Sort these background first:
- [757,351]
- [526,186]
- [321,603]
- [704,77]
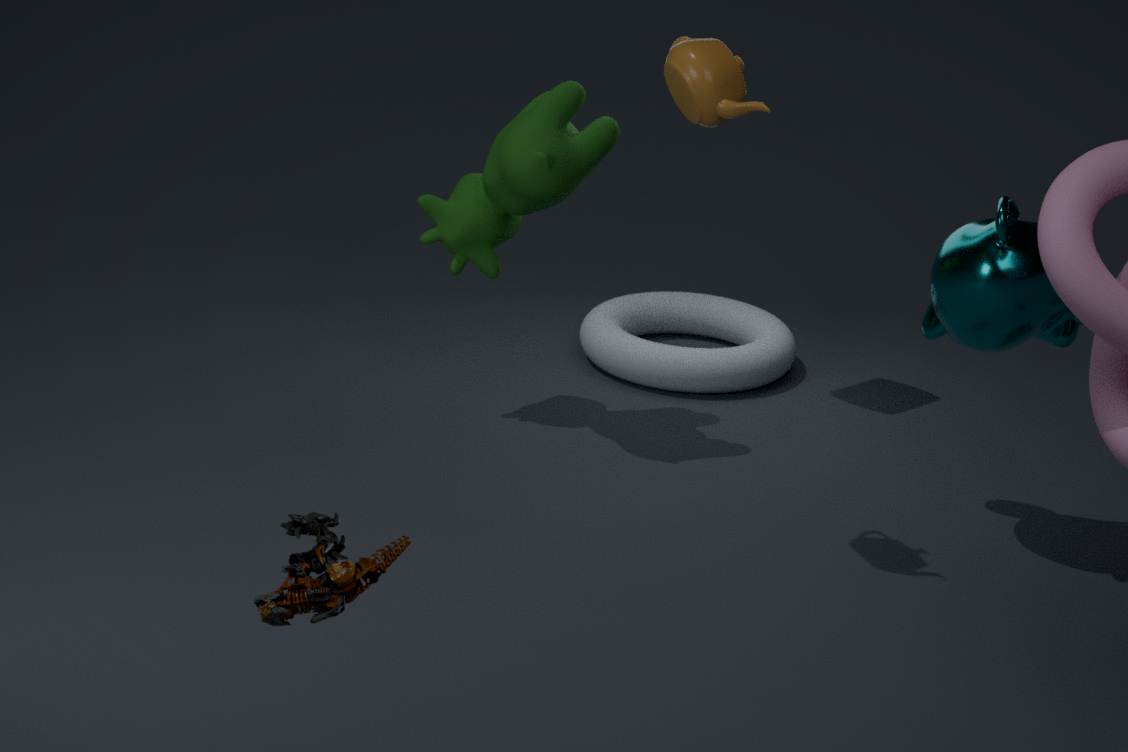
[757,351] < [526,186] < [704,77] < [321,603]
